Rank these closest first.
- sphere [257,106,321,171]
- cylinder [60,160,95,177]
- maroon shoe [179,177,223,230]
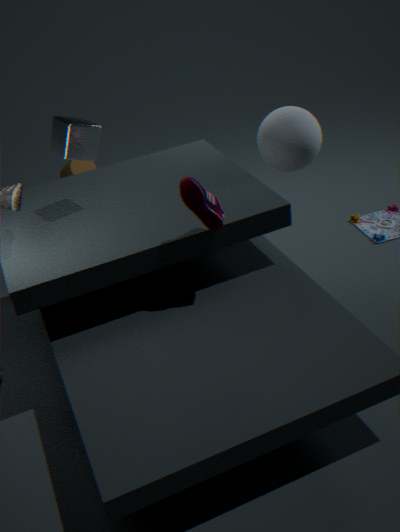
maroon shoe [179,177,223,230], sphere [257,106,321,171], cylinder [60,160,95,177]
